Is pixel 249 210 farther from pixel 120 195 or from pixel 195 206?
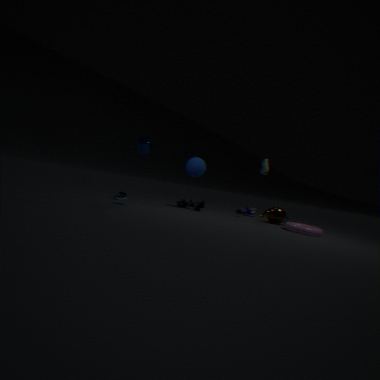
pixel 120 195
